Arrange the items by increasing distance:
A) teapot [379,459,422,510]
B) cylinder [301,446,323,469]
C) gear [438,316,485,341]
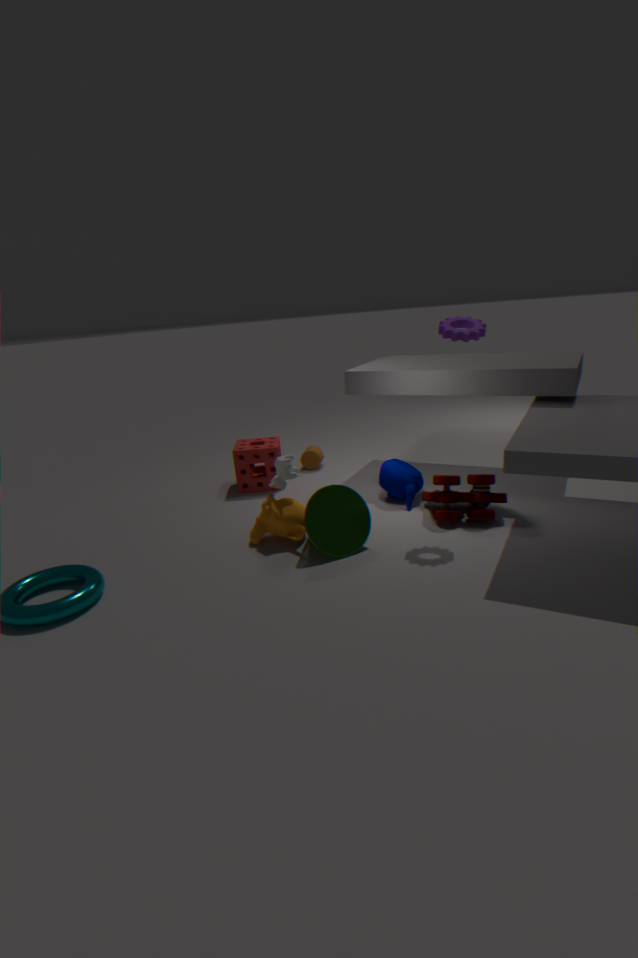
gear [438,316,485,341] → teapot [379,459,422,510] → cylinder [301,446,323,469]
